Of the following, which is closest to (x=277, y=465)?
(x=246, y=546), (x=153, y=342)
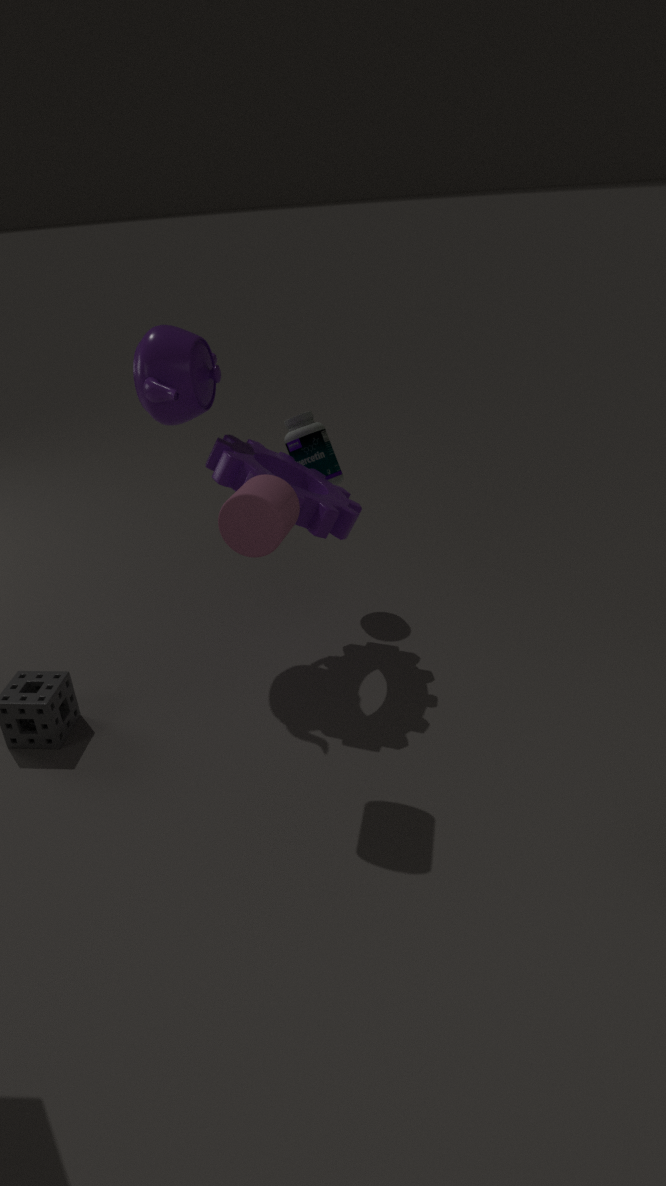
(x=153, y=342)
